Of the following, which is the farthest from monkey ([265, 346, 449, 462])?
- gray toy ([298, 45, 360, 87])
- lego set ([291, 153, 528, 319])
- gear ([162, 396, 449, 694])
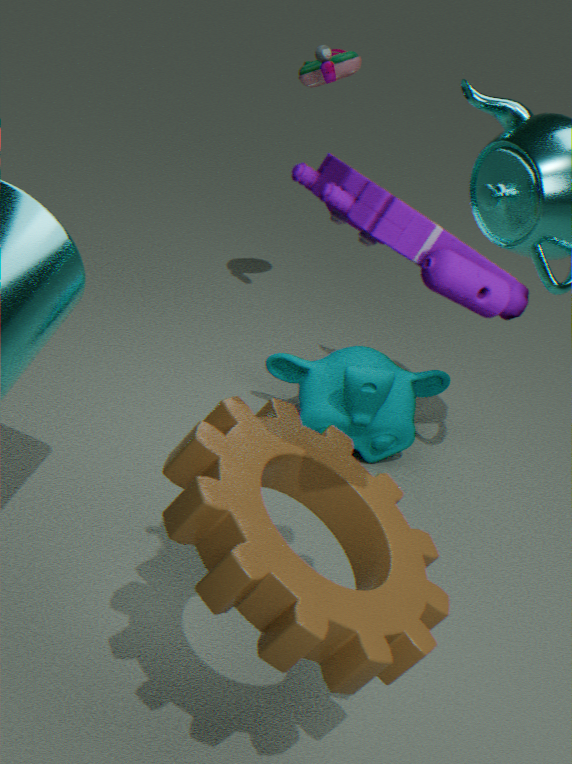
lego set ([291, 153, 528, 319])
